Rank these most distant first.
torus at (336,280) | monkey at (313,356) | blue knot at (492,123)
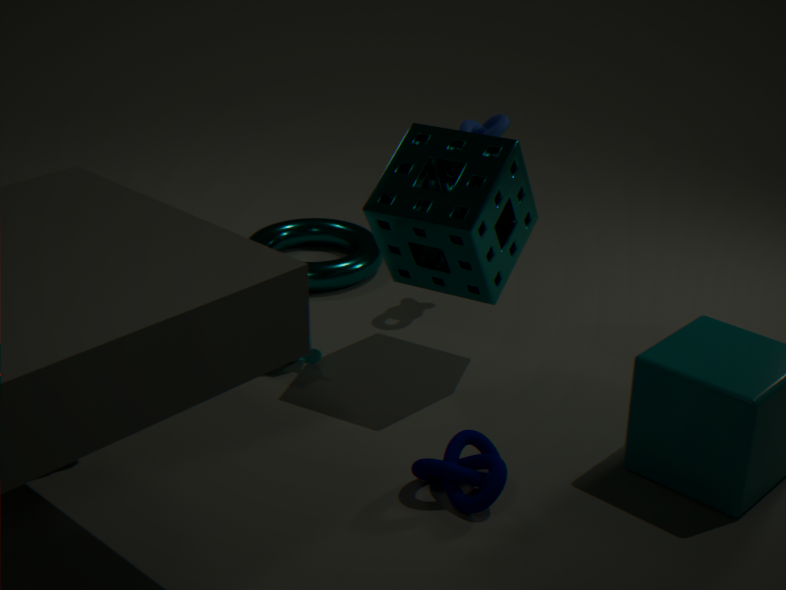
torus at (336,280)
blue knot at (492,123)
monkey at (313,356)
